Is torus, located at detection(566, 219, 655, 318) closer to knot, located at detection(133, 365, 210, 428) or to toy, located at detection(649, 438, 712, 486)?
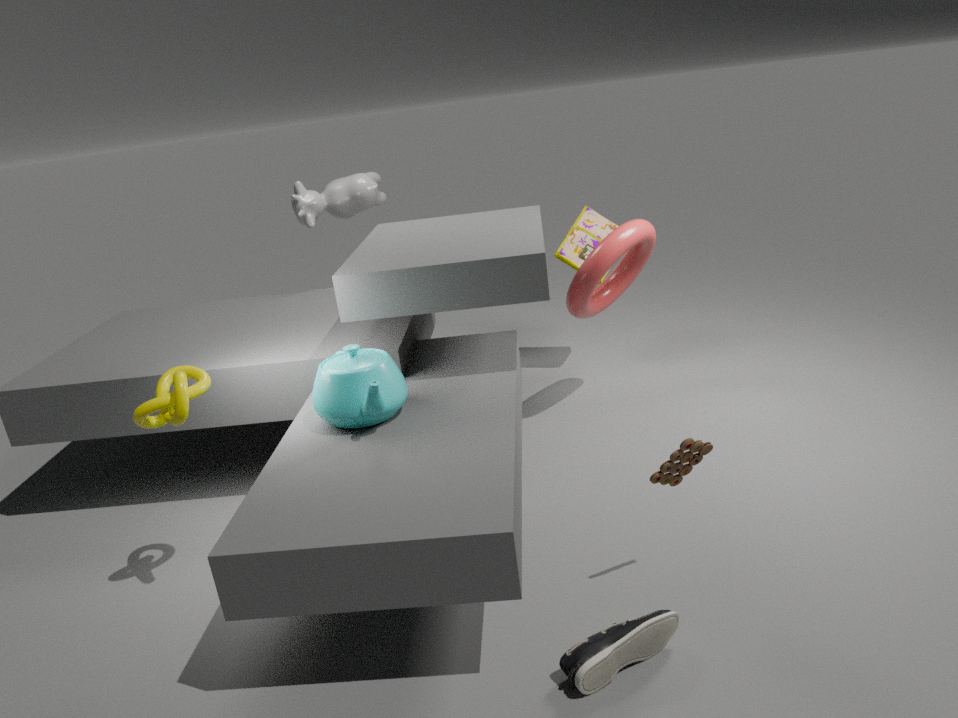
toy, located at detection(649, 438, 712, 486)
